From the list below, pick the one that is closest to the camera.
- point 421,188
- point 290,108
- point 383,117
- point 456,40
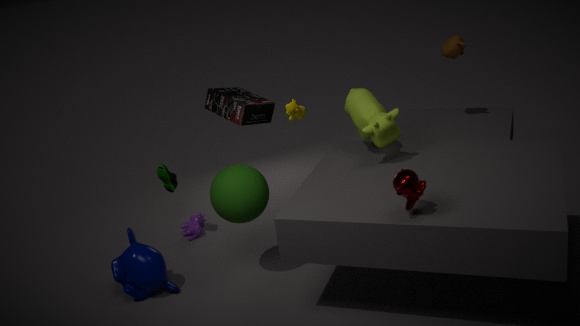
point 421,188
